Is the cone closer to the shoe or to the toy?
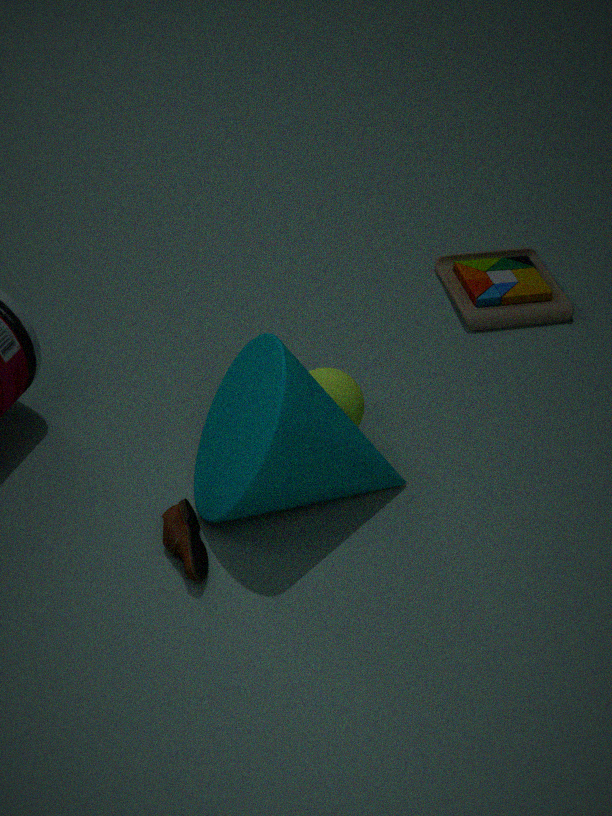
the shoe
